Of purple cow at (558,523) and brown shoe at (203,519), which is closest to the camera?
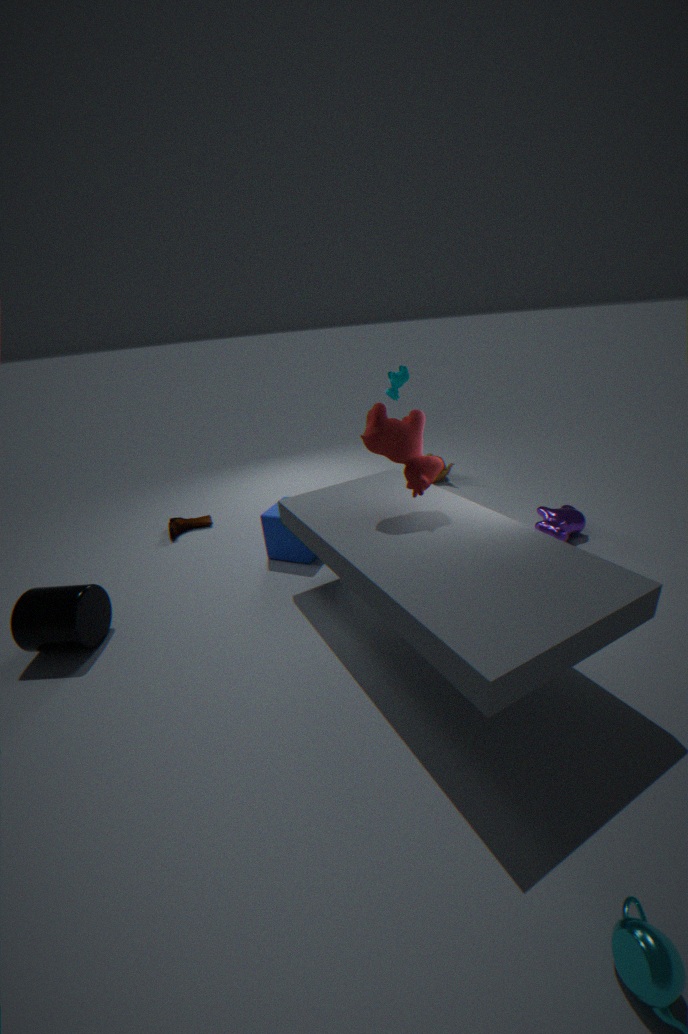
purple cow at (558,523)
